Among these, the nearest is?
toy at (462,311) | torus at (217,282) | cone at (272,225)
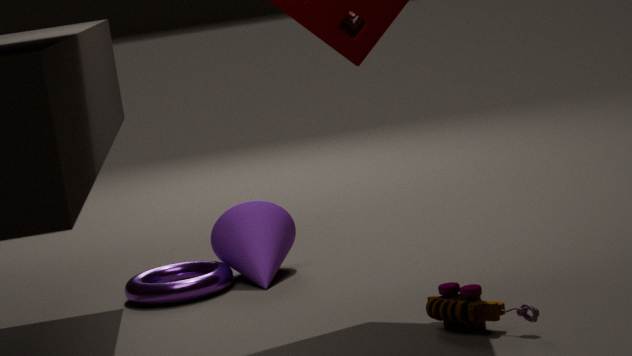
toy at (462,311)
